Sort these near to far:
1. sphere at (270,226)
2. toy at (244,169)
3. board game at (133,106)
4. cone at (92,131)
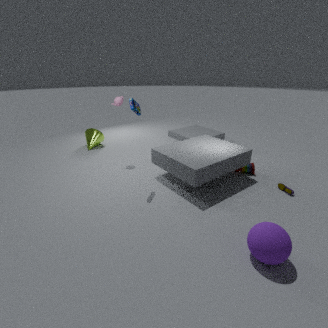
1. sphere at (270,226)
2. board game at (133,106)
3. toy at (244,169)
4. cone at (92,131)
